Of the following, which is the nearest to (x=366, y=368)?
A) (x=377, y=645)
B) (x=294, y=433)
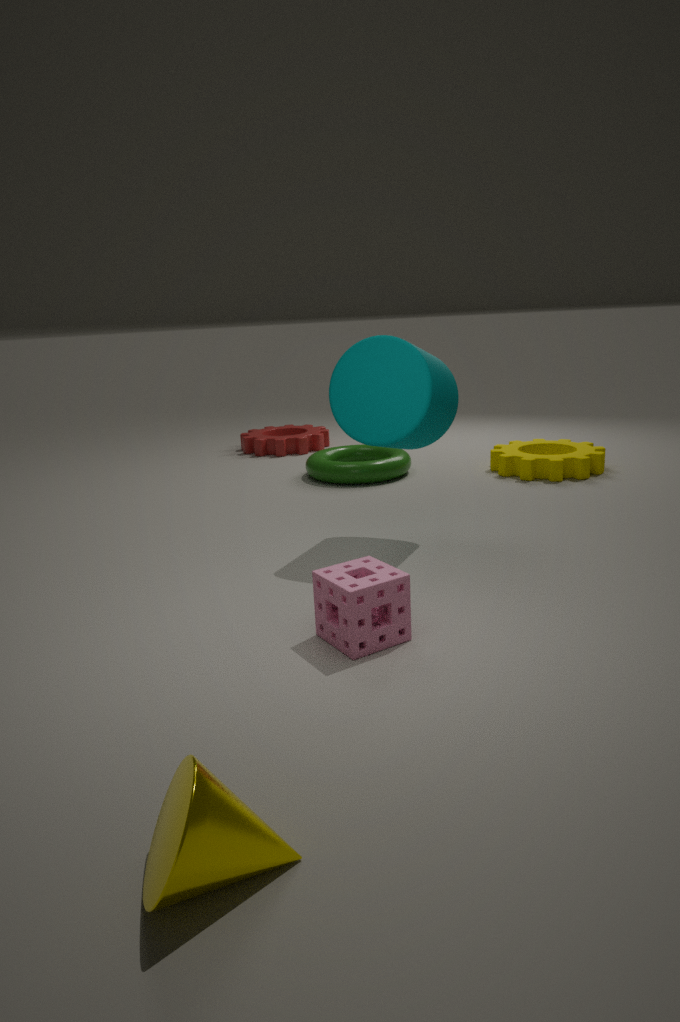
(x=377, y=645)
